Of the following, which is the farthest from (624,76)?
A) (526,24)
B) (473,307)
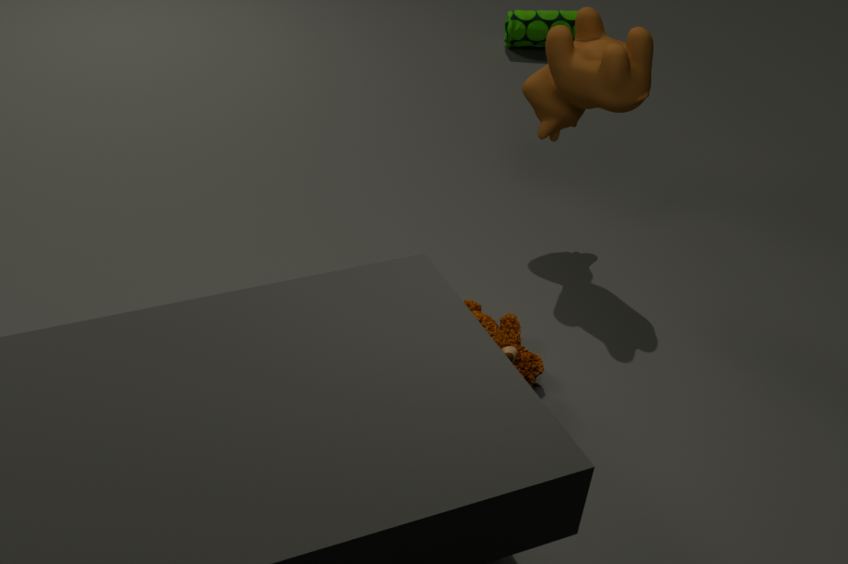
(526,24)
